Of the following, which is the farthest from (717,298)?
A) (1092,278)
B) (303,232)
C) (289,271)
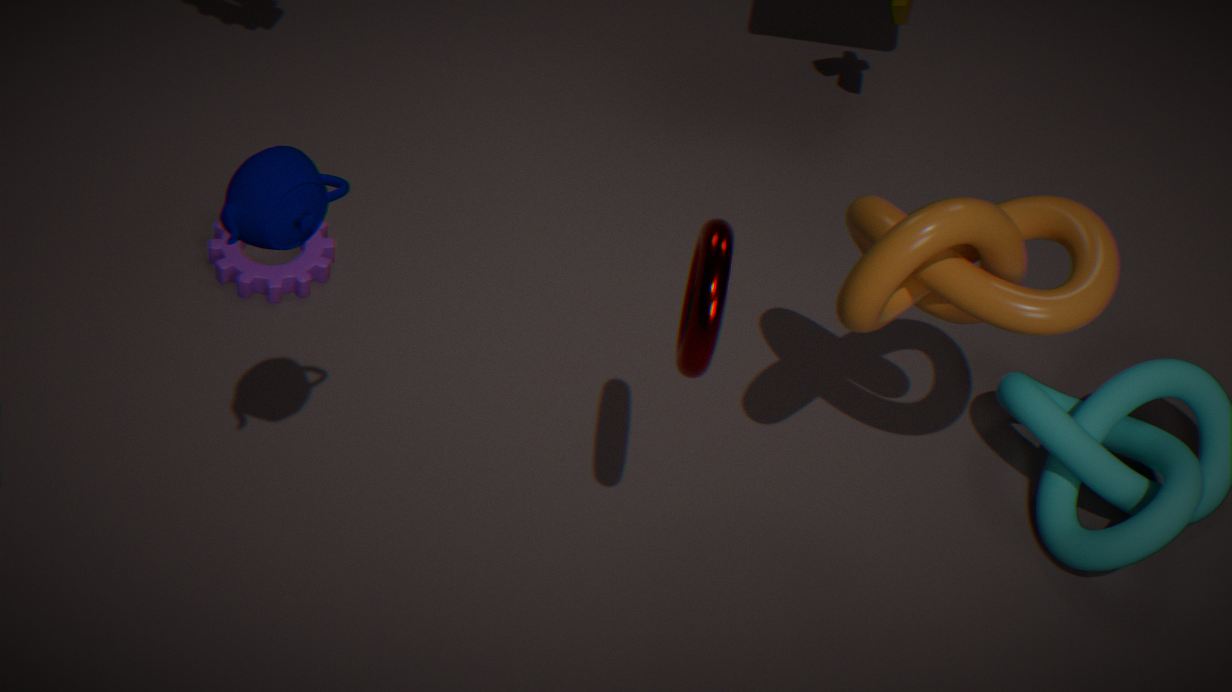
(289,271)
